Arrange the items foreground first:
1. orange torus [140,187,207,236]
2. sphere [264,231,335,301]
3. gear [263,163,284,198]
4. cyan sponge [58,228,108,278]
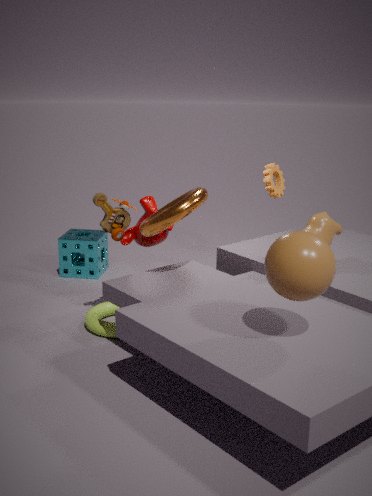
sphere [264,231,335,301], orange torus [140,187,207,236], gear [263,163,284,198], cyan sponge [58,228,108,278]
